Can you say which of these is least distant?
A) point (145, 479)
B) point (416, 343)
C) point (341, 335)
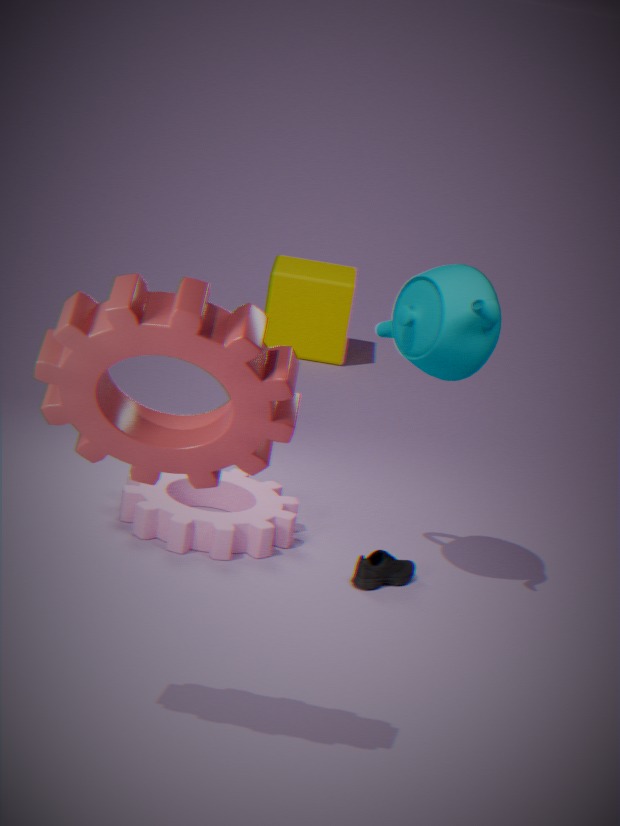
point (145, 479)
